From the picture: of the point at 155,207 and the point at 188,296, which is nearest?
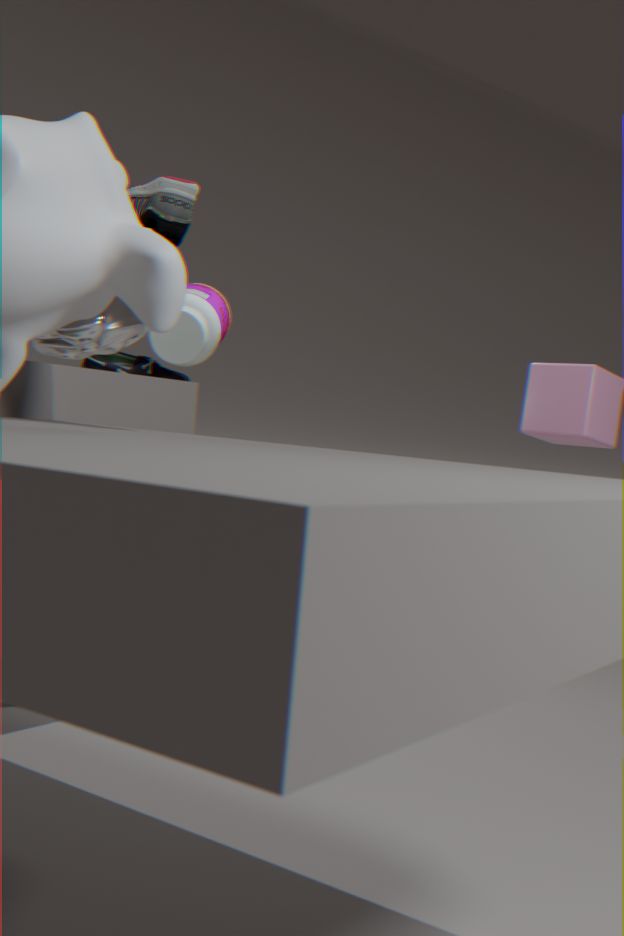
the point at 155,207
